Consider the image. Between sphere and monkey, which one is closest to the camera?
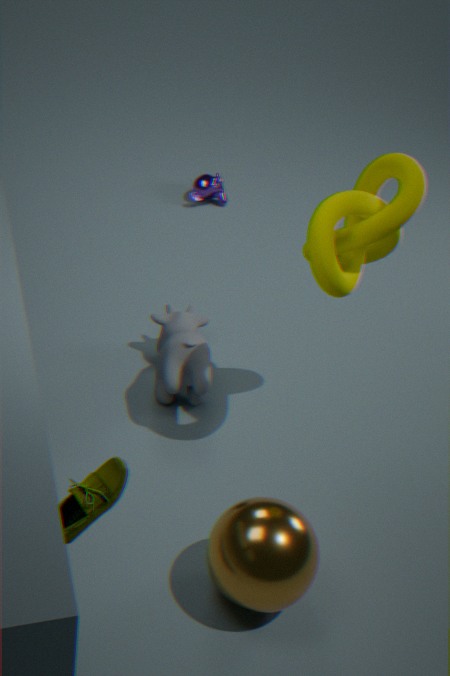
sphere
